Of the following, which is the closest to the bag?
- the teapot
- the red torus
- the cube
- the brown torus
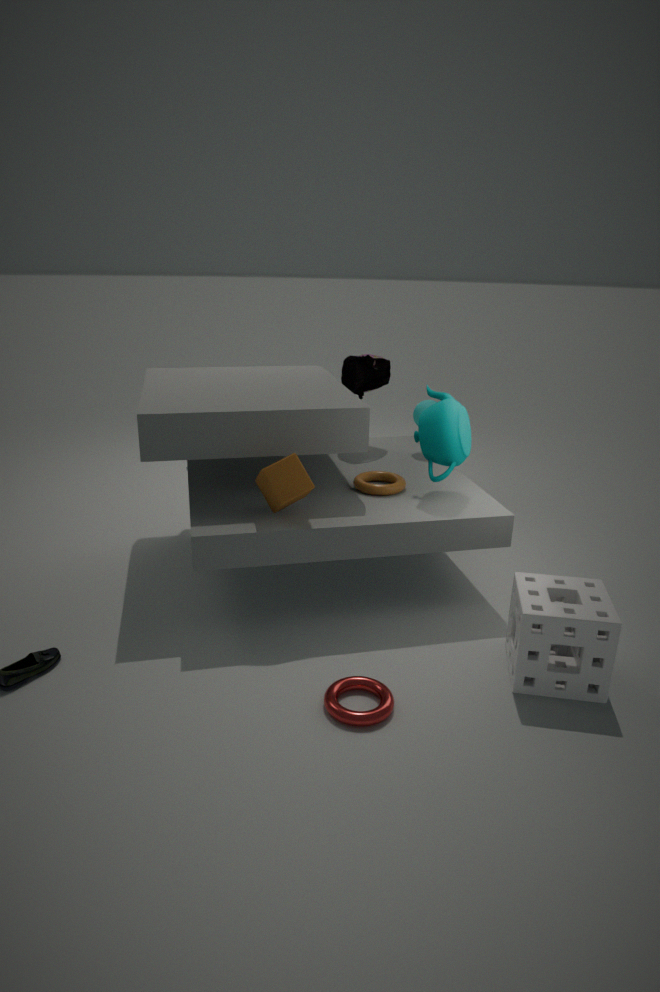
the teapot
